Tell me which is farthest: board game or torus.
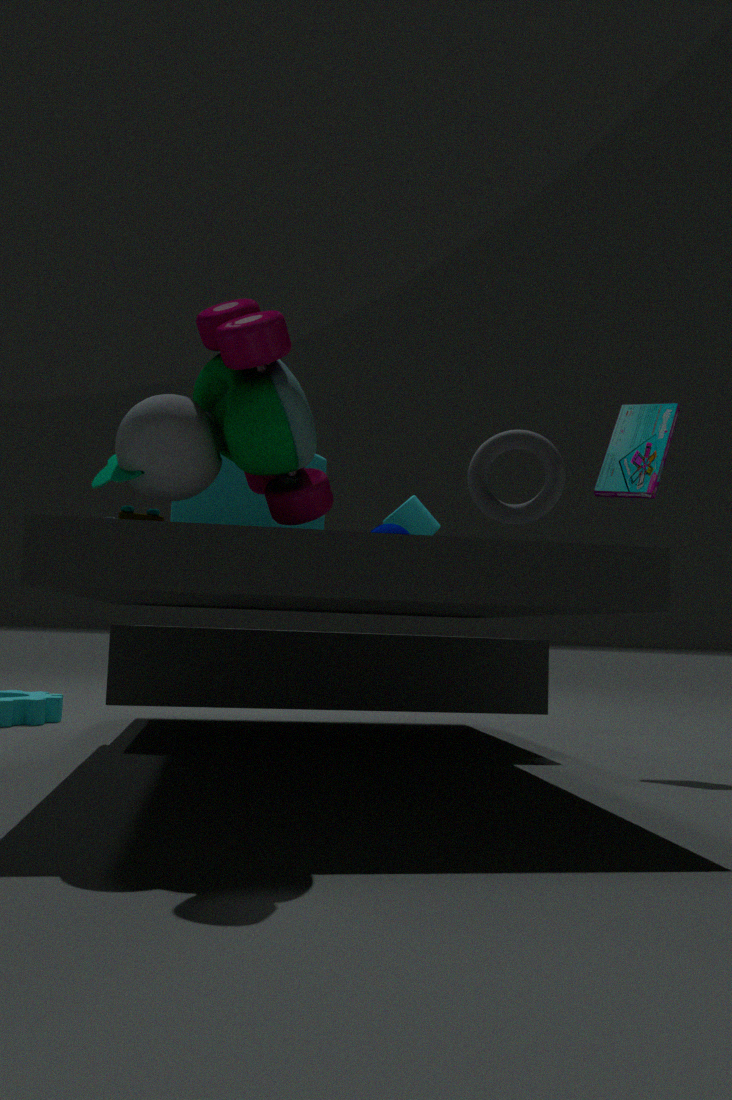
board game
